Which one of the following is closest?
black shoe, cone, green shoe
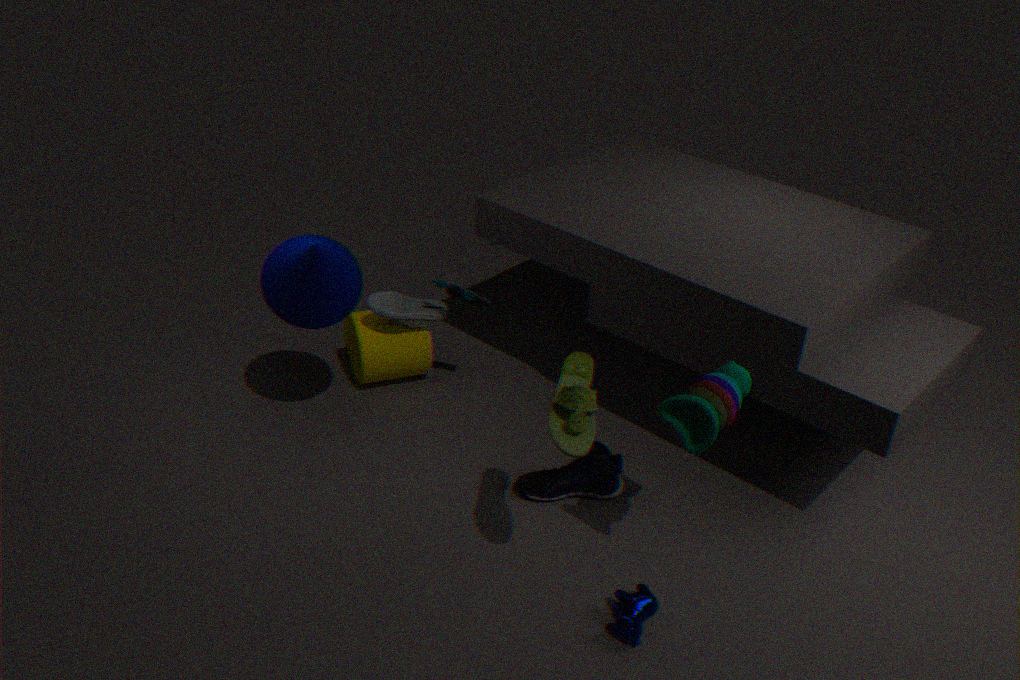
green shoe
